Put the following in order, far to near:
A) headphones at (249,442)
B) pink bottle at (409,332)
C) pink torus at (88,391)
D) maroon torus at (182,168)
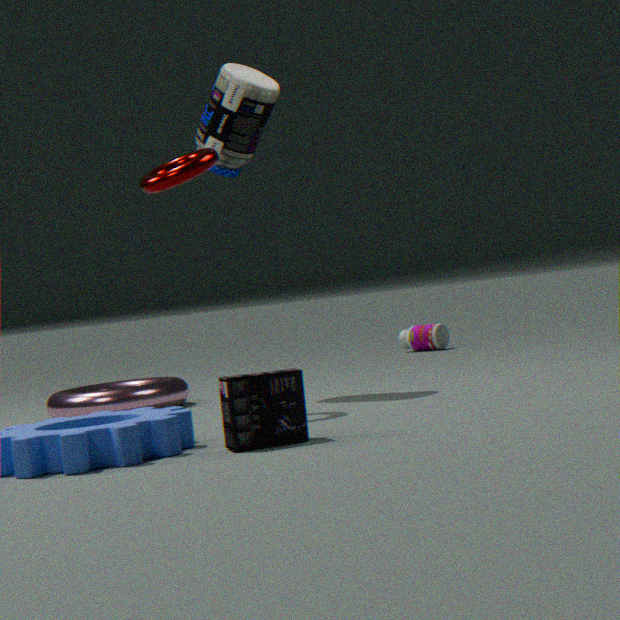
pink bottle at (409,332) → pink torus at (88,391) → maroon torus at (182,168) → headphones at (249,442)
